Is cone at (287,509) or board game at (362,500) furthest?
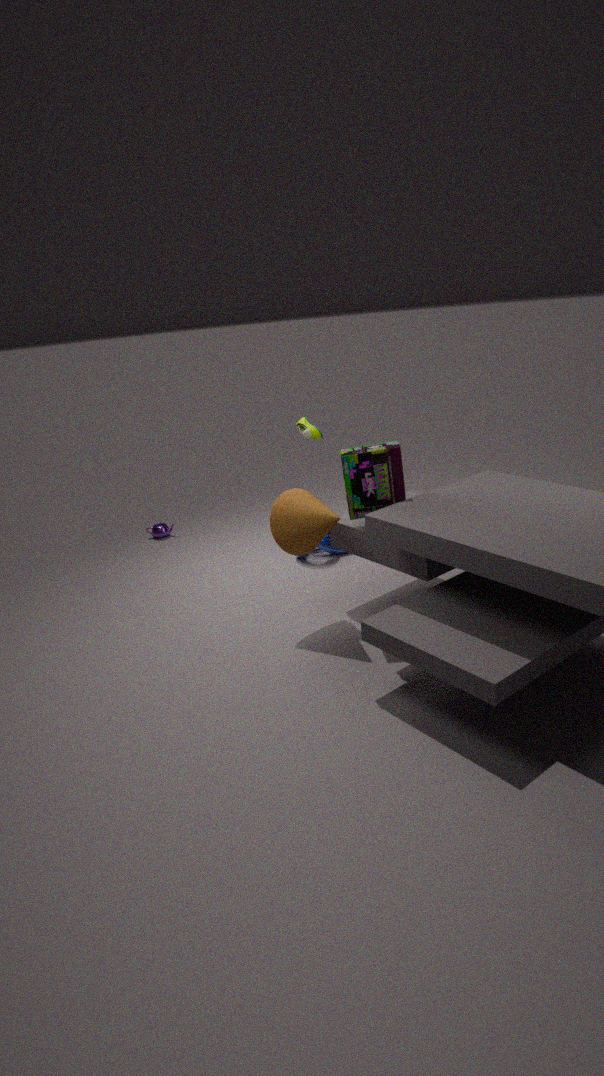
cone at (287,509)
